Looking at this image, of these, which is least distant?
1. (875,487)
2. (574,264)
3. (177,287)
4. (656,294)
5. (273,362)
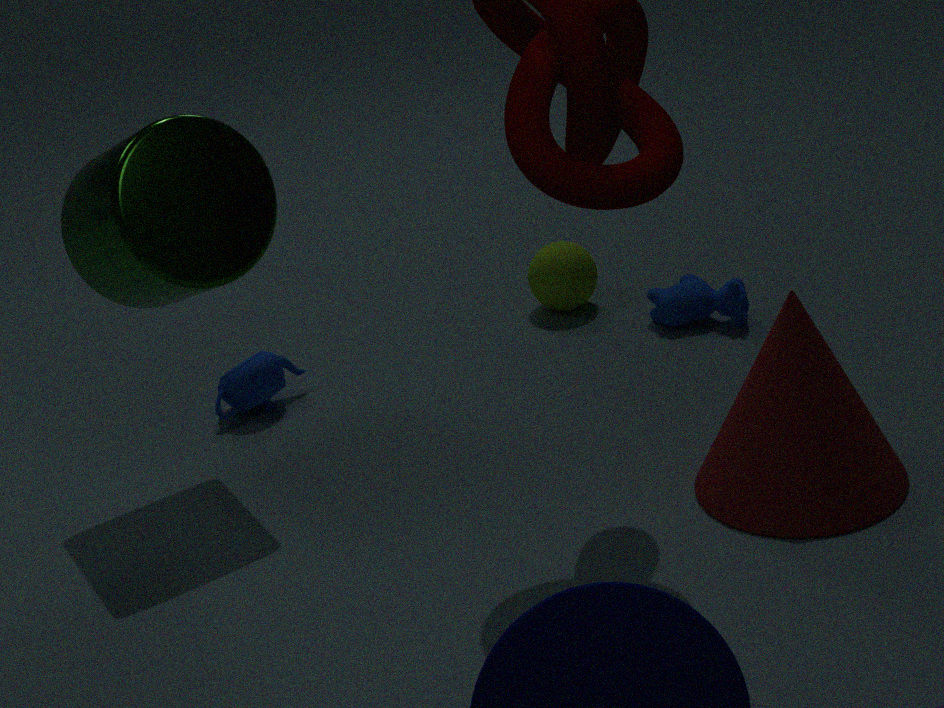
(875,487)
